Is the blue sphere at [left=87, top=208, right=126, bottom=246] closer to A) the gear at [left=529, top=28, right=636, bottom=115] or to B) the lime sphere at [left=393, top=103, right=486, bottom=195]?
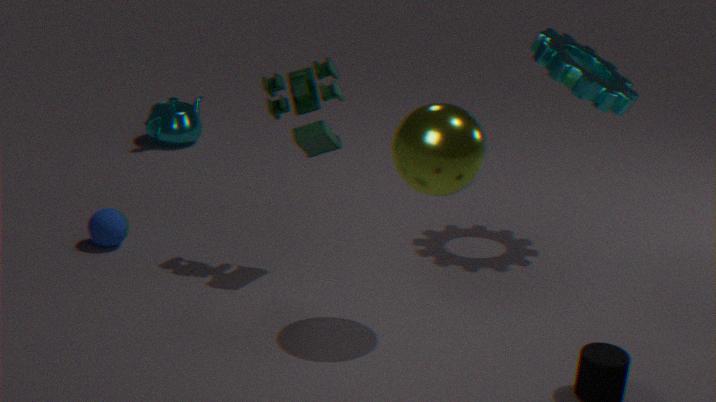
B) the lime sphere at [left=393, top=103, right=486, bottom=195]
